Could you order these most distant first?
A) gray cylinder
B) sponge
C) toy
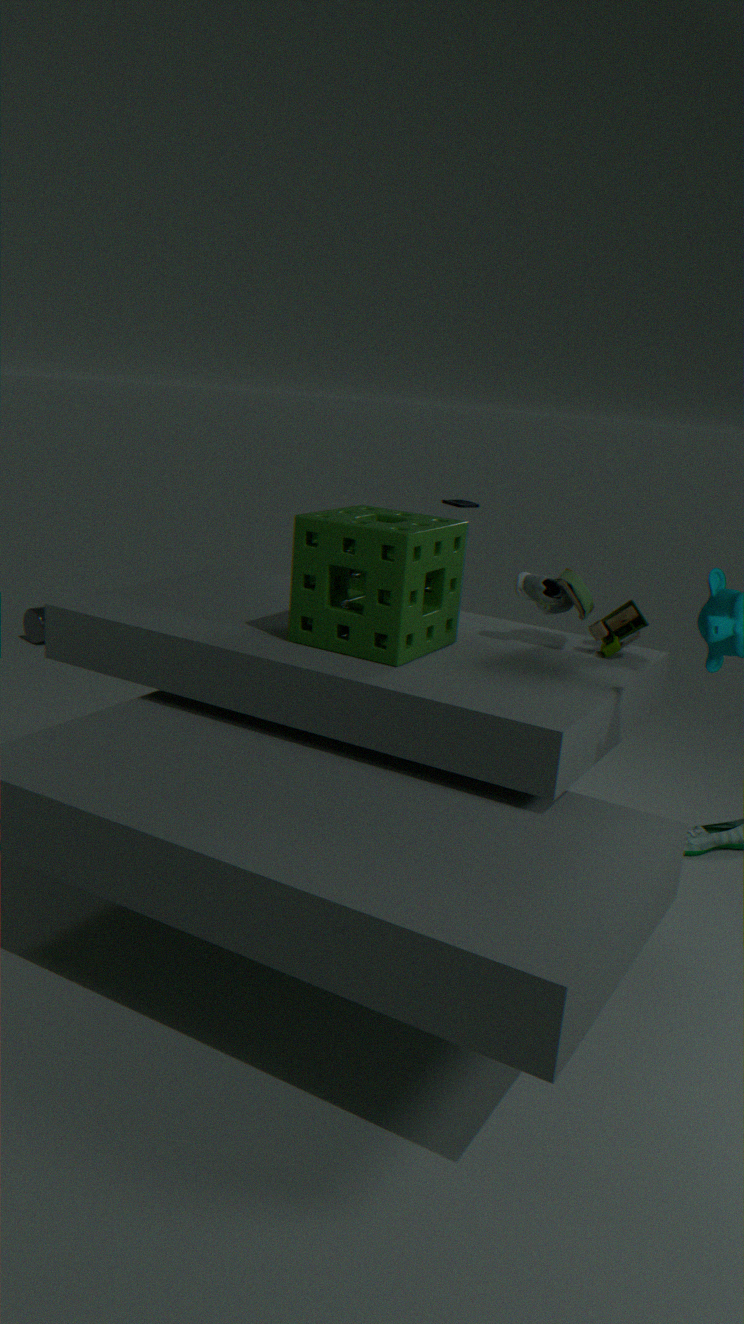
gray cylinder → toy → sponge
